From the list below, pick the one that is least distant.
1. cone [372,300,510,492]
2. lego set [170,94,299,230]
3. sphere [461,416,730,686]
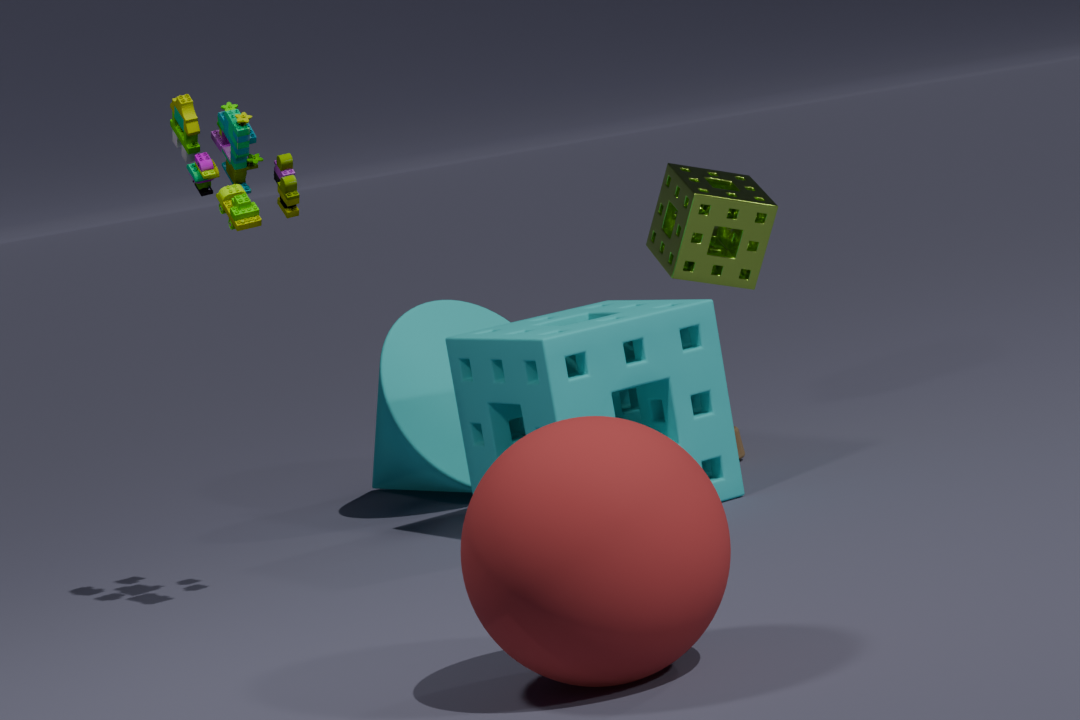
sphere [461,416,730,686]
